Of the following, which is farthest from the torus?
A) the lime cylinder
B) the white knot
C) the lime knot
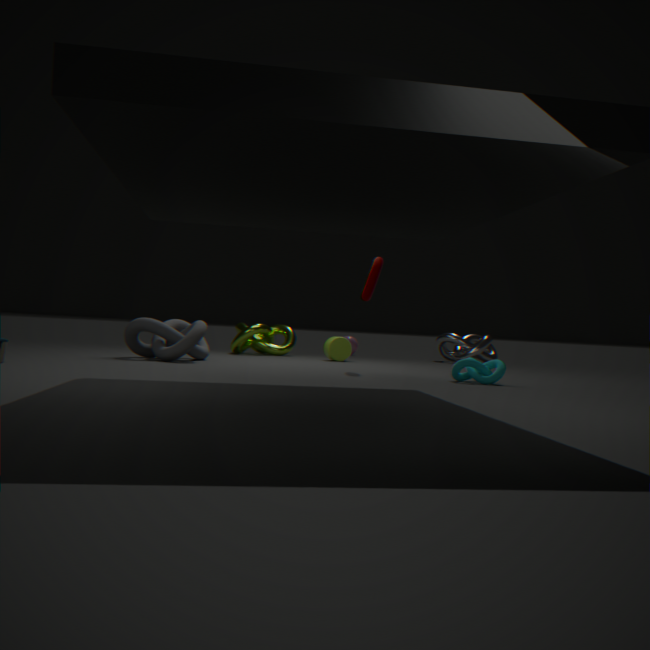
the white knot
